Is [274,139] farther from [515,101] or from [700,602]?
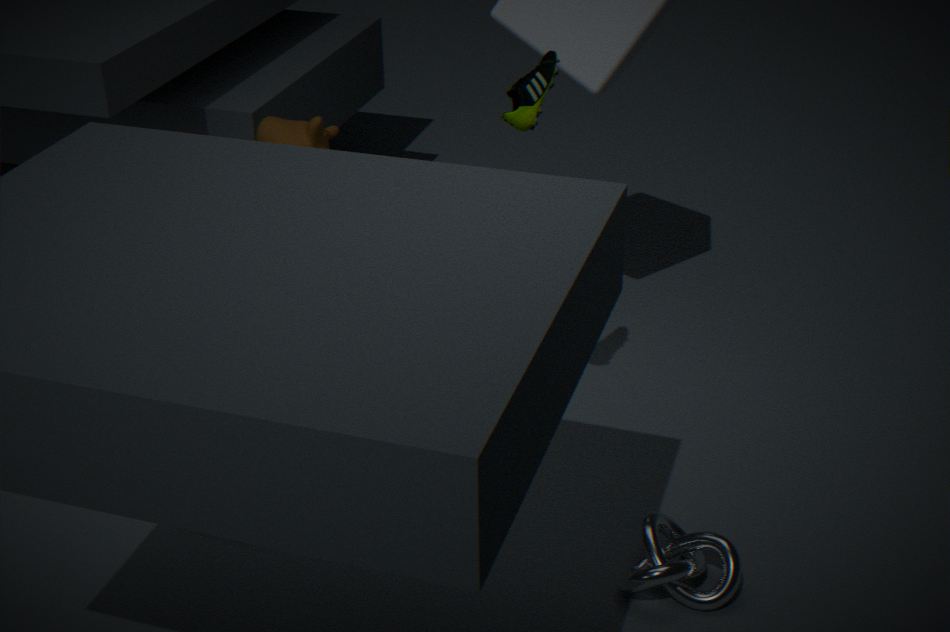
[700,602]
